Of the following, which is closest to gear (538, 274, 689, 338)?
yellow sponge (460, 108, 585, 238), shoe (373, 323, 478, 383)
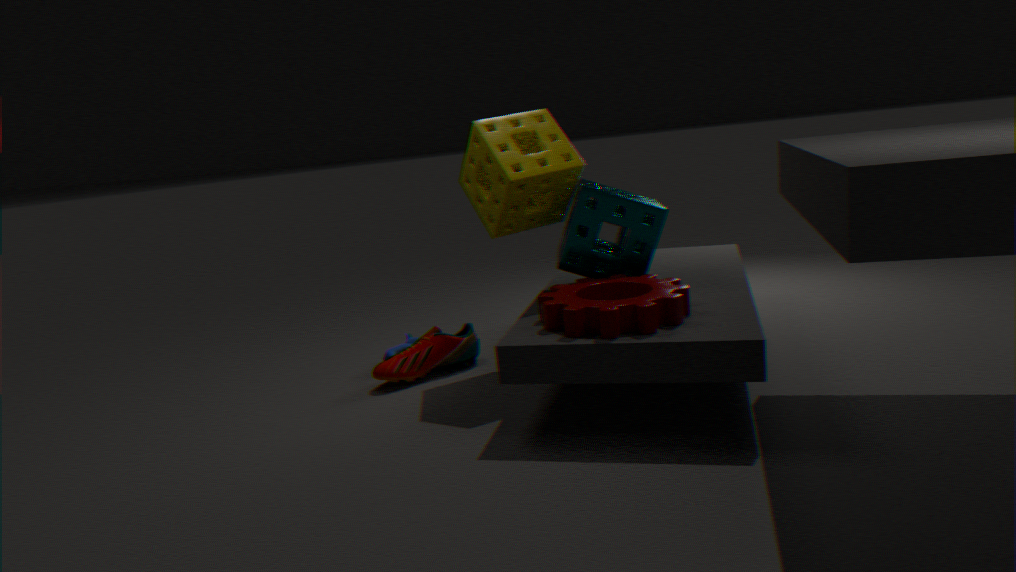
yellow sponge (460, 108, 585, 238)
